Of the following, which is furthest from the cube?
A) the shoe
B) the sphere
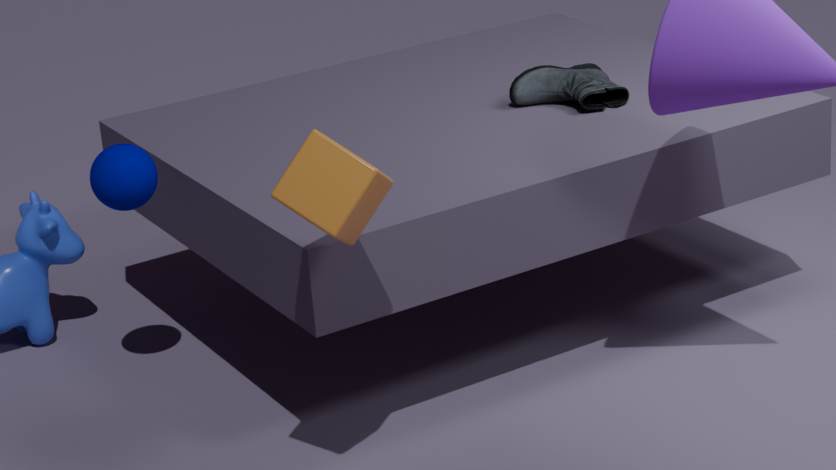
the shoe
